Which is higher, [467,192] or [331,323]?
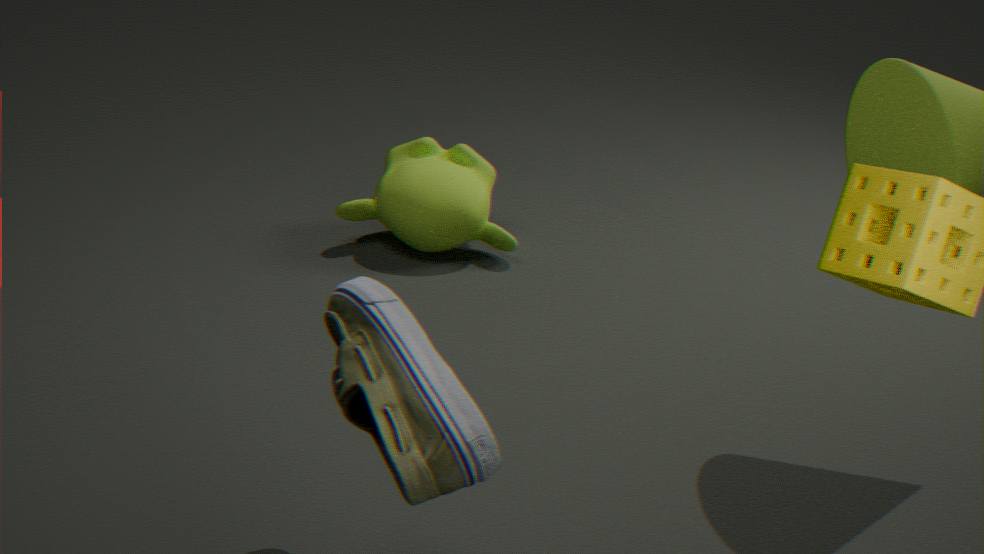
[331,323]
